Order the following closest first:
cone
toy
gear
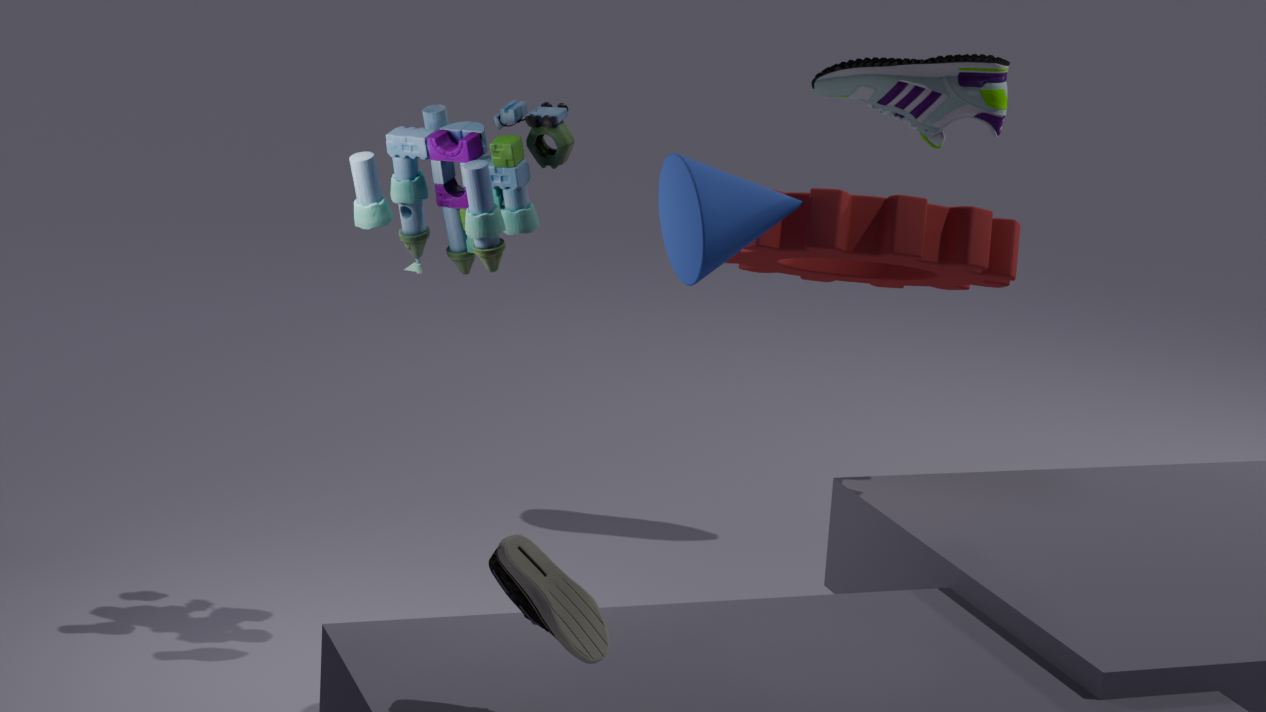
cone
gear
toy
